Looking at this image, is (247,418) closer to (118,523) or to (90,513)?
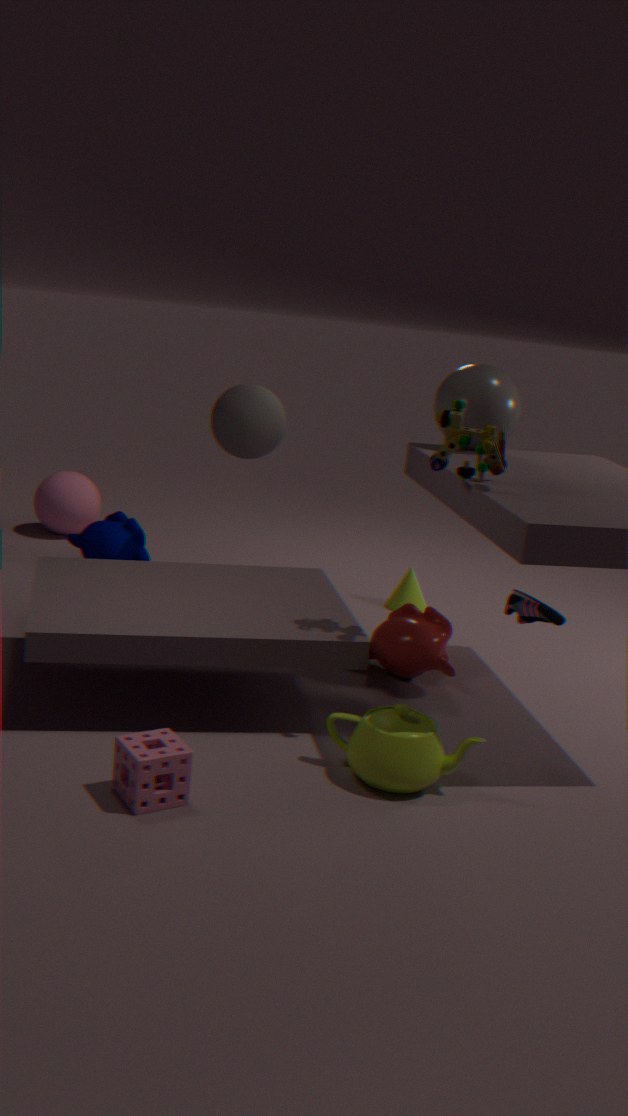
(118,523)
